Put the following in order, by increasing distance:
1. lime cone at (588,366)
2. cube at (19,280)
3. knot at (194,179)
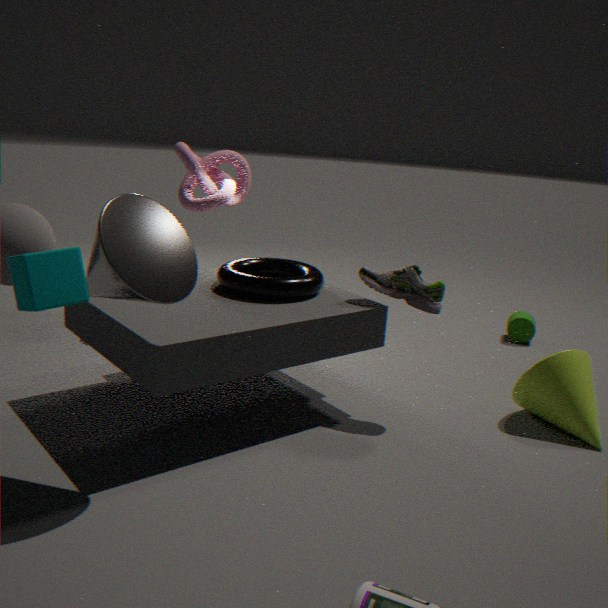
cube at (19,280) < lime cone at (588,366) < knot at (194,179)
